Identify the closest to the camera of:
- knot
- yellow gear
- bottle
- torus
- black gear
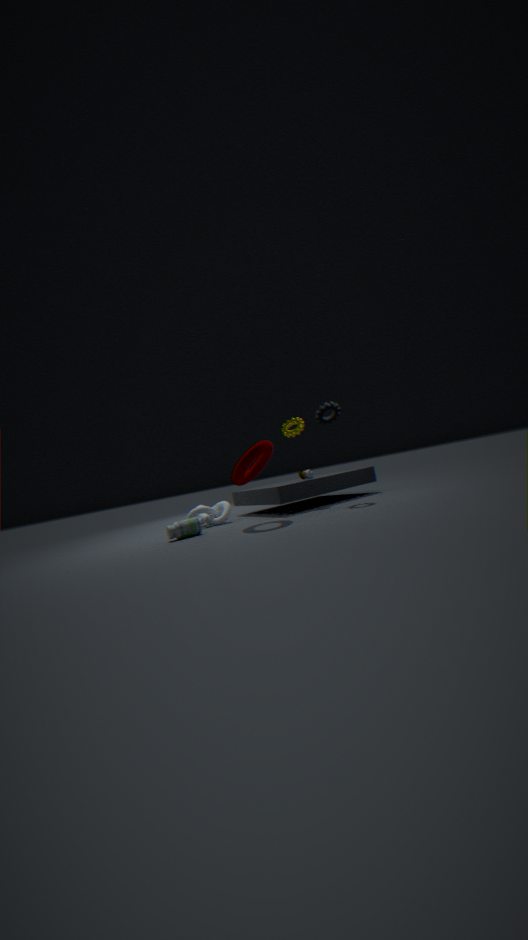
torus
